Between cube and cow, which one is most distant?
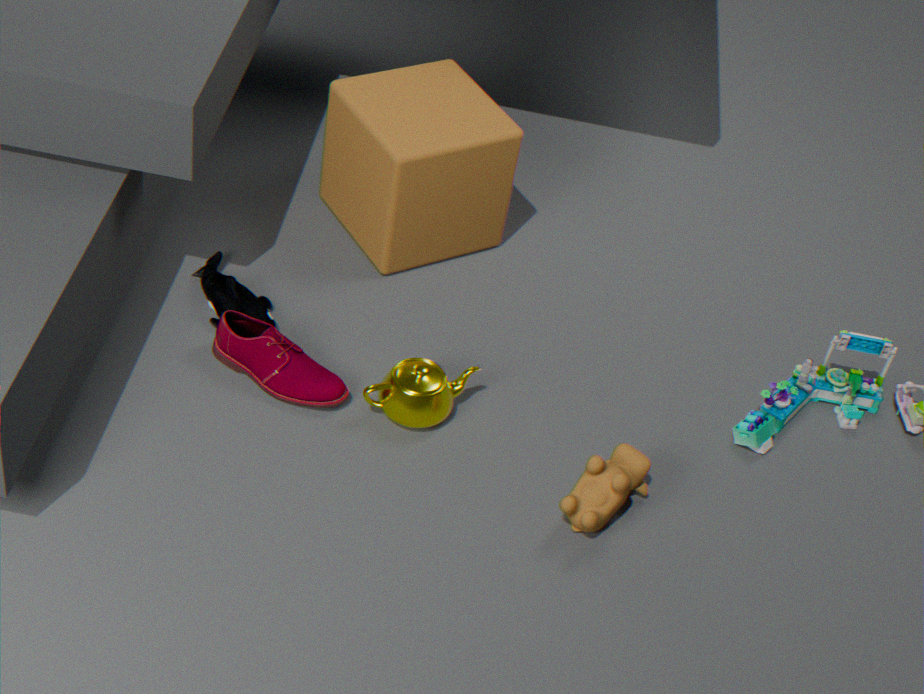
cube
